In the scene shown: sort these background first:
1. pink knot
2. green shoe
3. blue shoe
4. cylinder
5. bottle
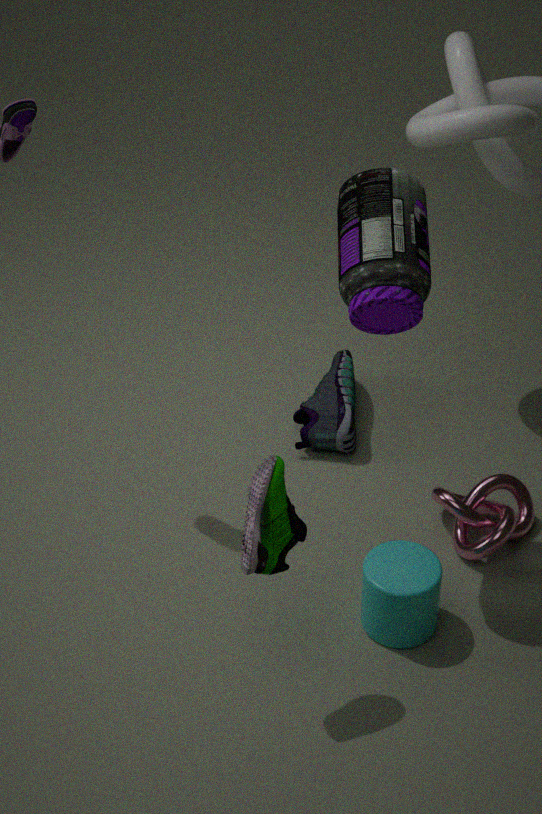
1. blue shoe
2. pink knot
3. cylinder
4. bottle
5. green shoe
